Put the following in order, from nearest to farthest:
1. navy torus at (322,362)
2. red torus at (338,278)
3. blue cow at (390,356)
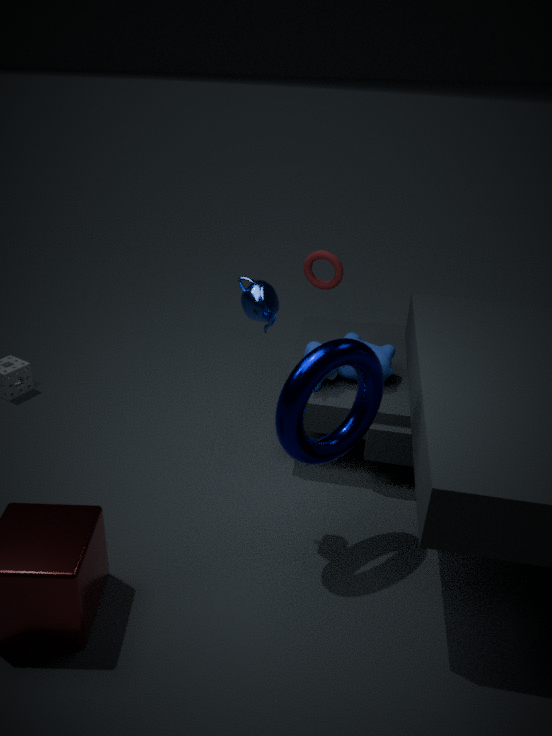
1. navy torus at (322,362)
2. blue cow at (390,356)
3. red torus at (338,278)
